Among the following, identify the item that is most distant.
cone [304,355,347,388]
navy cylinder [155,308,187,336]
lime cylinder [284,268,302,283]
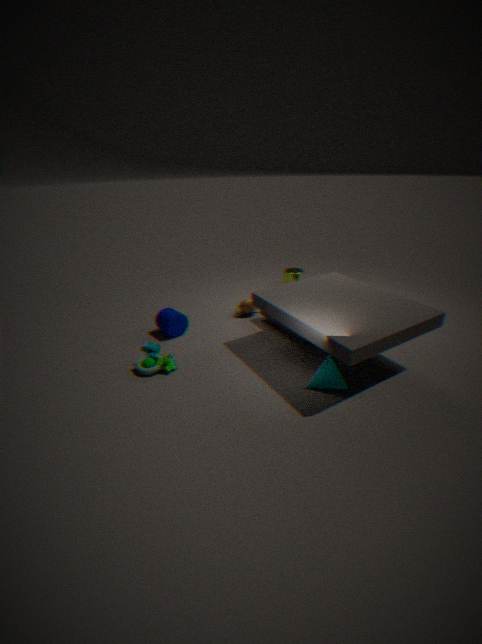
lime cylinder [284,268,302,283]
